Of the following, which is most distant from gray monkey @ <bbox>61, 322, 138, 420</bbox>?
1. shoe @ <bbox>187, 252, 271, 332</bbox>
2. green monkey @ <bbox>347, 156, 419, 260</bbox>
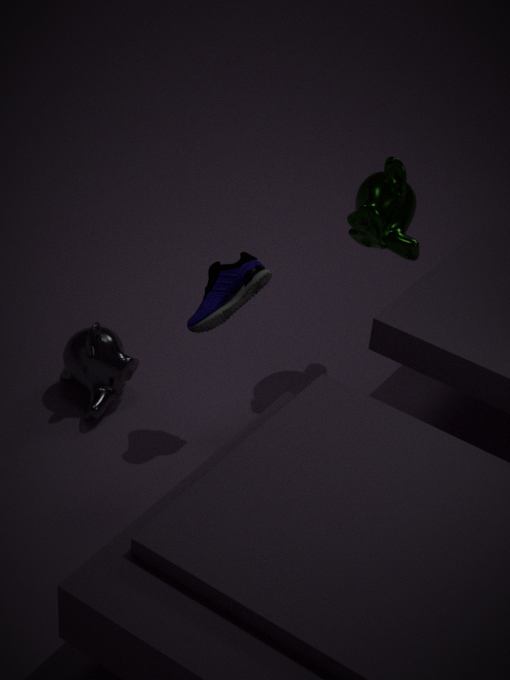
green monkey @ <bbox>347, 156, 419, 260</bbox>
